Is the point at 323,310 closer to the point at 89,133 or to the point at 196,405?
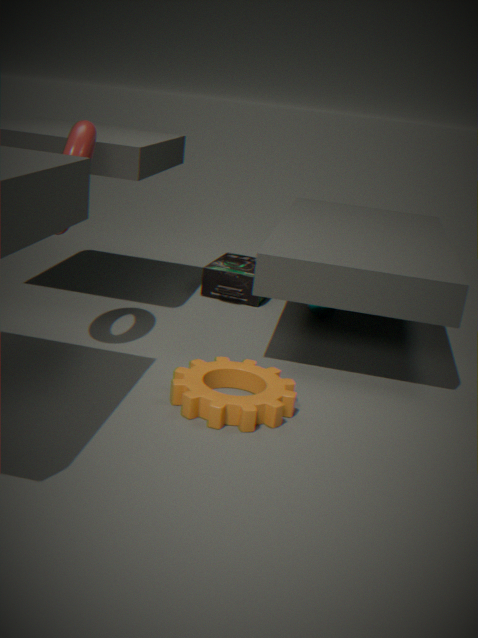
the point at 196,405
